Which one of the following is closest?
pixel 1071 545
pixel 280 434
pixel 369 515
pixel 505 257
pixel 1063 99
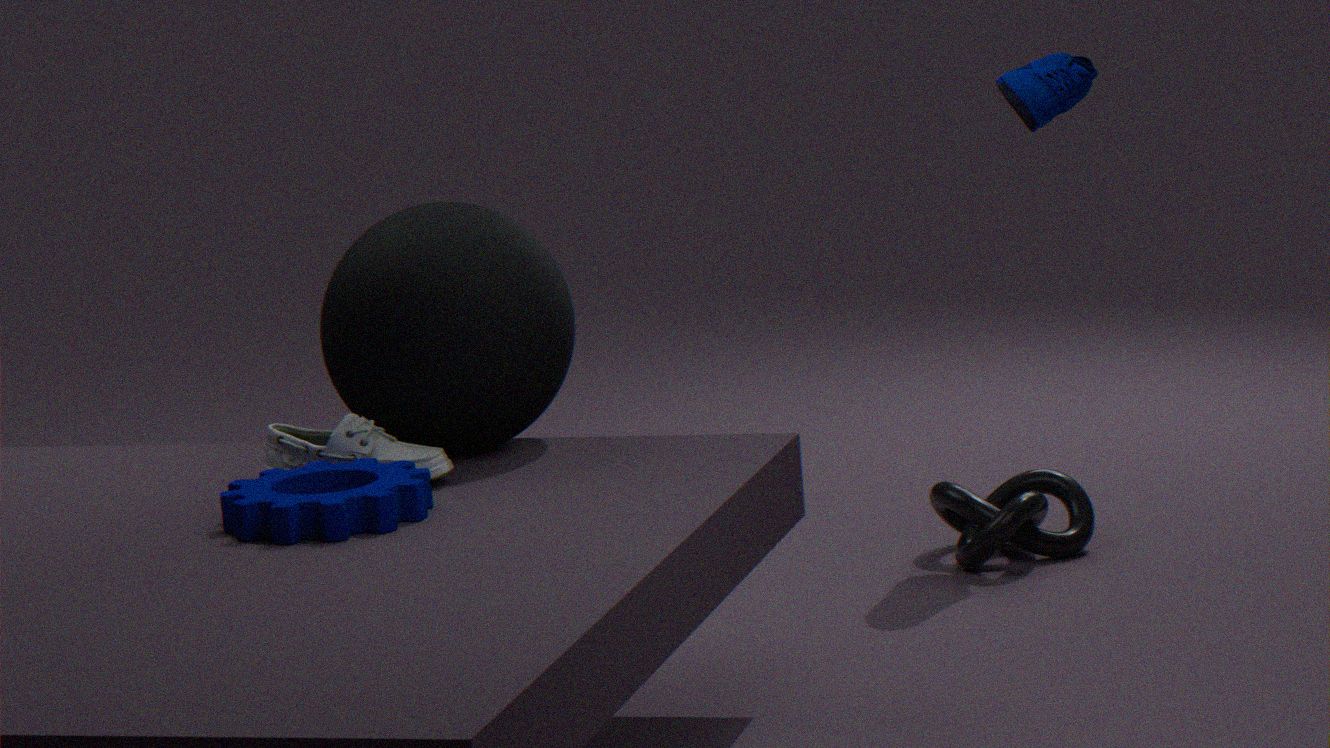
pixel 369 515
